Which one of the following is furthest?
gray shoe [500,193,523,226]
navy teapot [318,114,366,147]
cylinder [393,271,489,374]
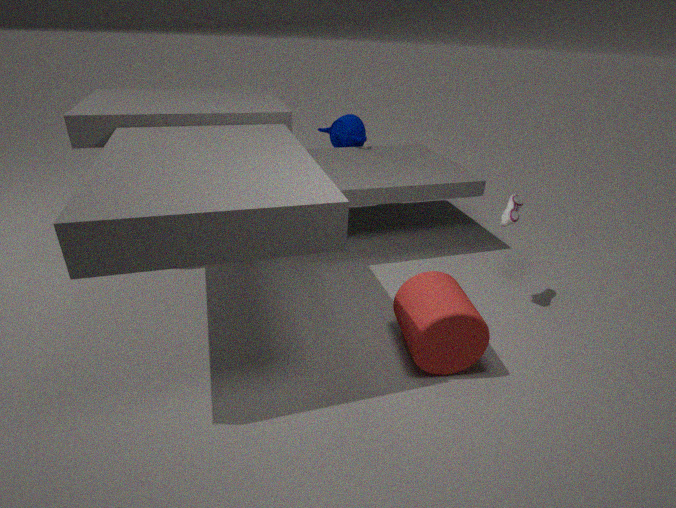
navy teapot [318,114,366,147]
